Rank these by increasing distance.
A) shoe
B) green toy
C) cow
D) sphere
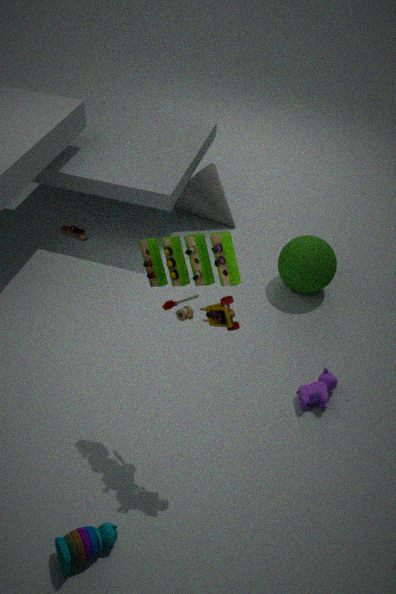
1. green toy
2. cow
3. sphere
4. shoe
